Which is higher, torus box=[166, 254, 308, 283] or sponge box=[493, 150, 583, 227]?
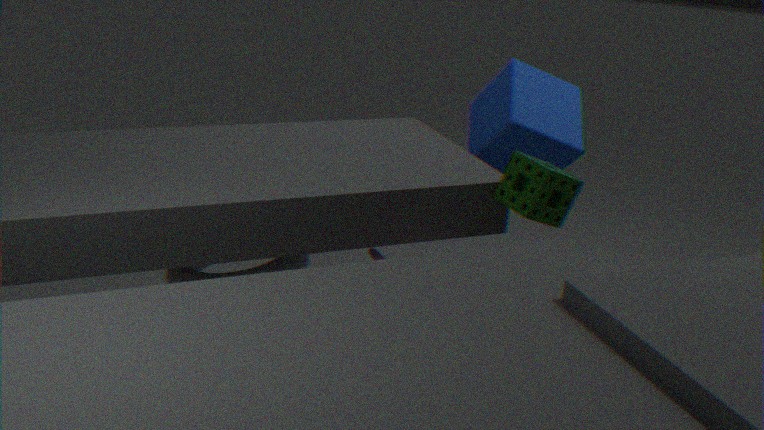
sponge box=[493, 150, 583, 227]
